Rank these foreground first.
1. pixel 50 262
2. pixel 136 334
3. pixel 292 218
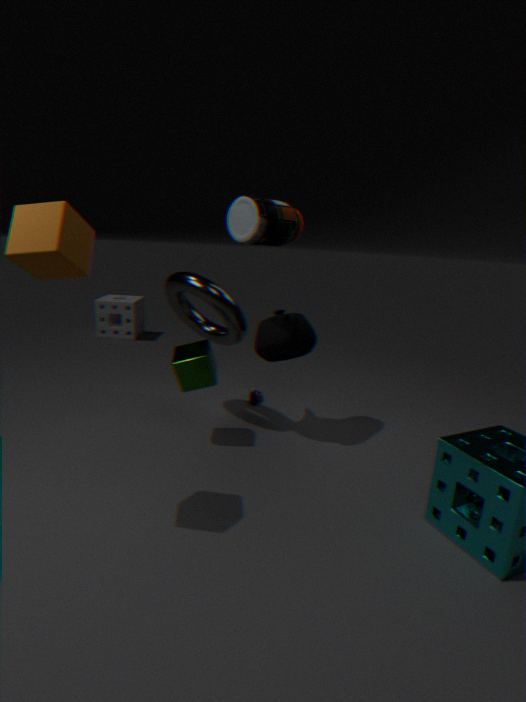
pixel 50 262, pixel 292 218, pixel 136 334
